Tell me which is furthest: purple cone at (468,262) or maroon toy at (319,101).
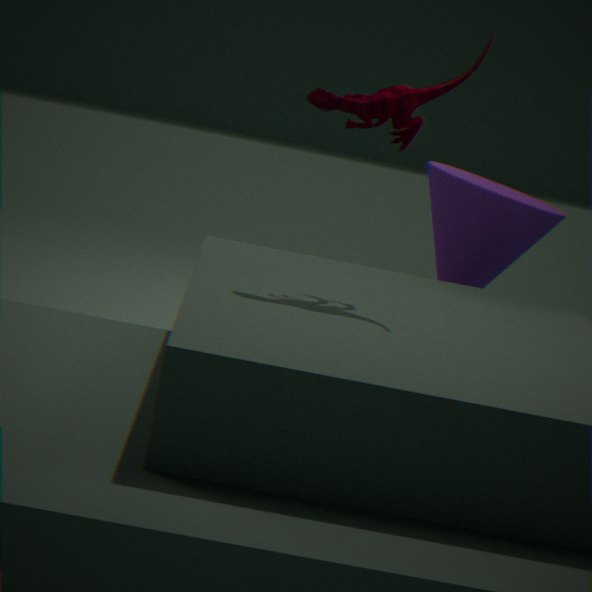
purple cone at (468,262)
